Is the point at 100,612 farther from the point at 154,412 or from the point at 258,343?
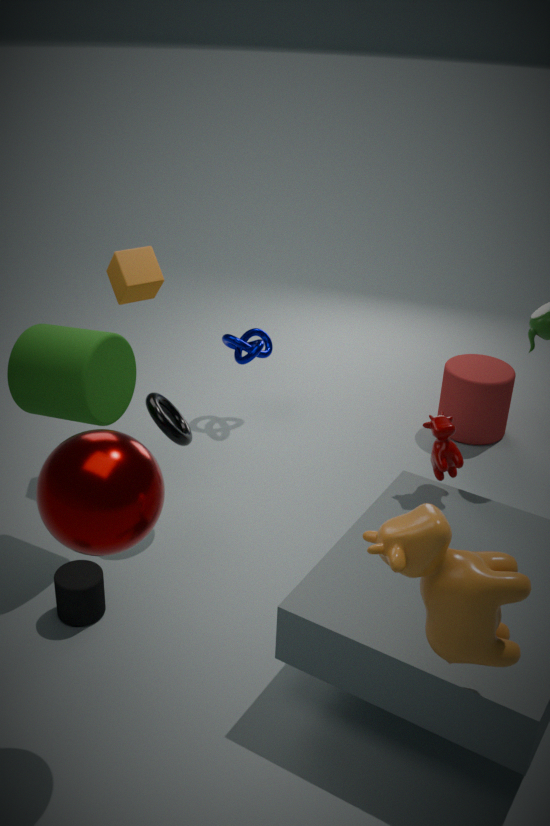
the point at 258,343
